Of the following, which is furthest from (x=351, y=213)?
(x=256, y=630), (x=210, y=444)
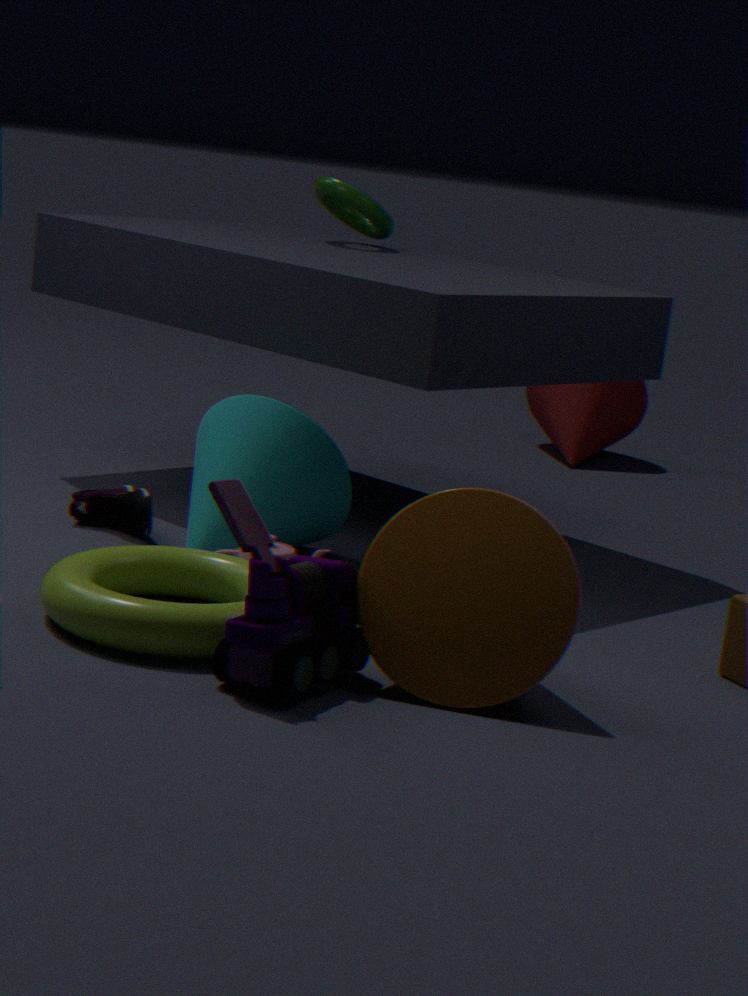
(x=256, y=630)
